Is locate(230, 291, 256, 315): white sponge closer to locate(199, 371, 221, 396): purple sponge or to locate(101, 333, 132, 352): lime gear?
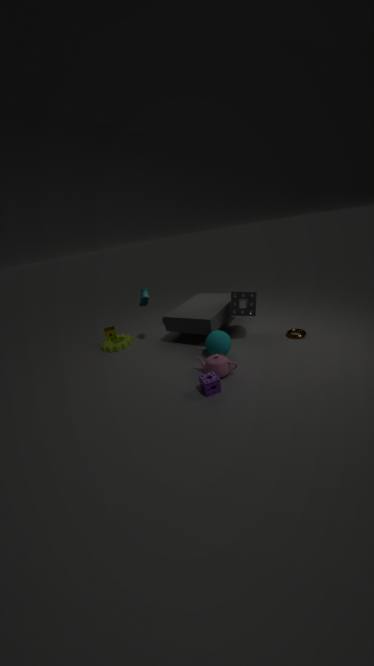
locate(199, 371, 221, 396): purple sponge
